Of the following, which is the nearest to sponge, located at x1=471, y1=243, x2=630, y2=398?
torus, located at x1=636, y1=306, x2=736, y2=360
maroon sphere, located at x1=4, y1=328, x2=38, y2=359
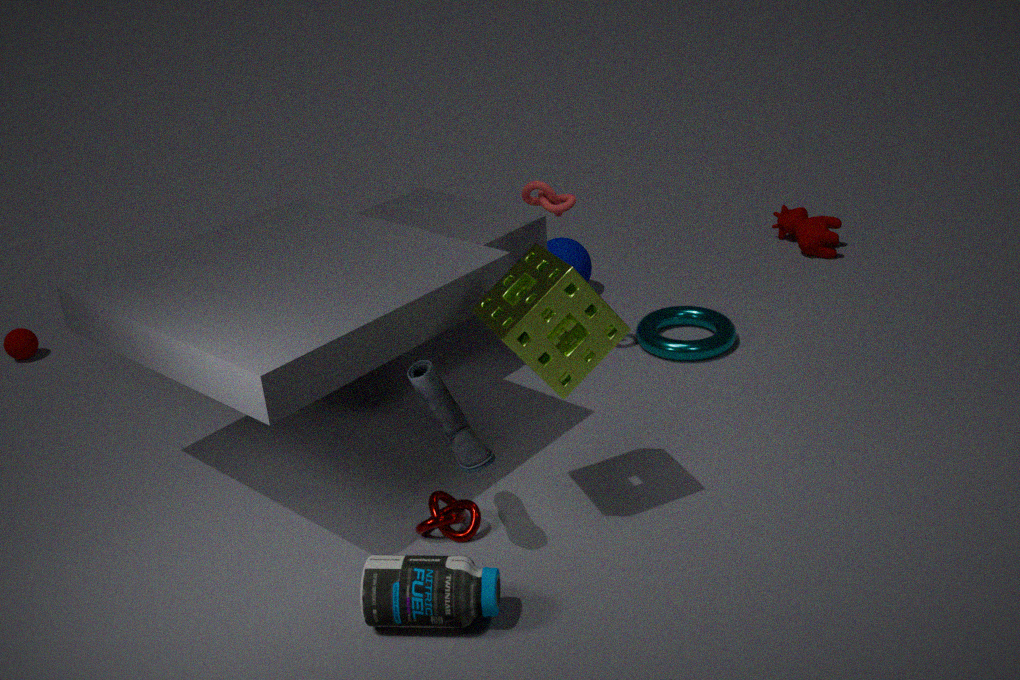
torus, located at x1=636, y1=306, x2=736, y2=360
